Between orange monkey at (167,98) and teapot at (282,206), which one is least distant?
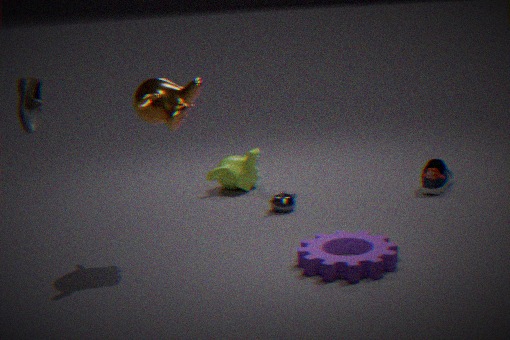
orange monkey at (167,98)
